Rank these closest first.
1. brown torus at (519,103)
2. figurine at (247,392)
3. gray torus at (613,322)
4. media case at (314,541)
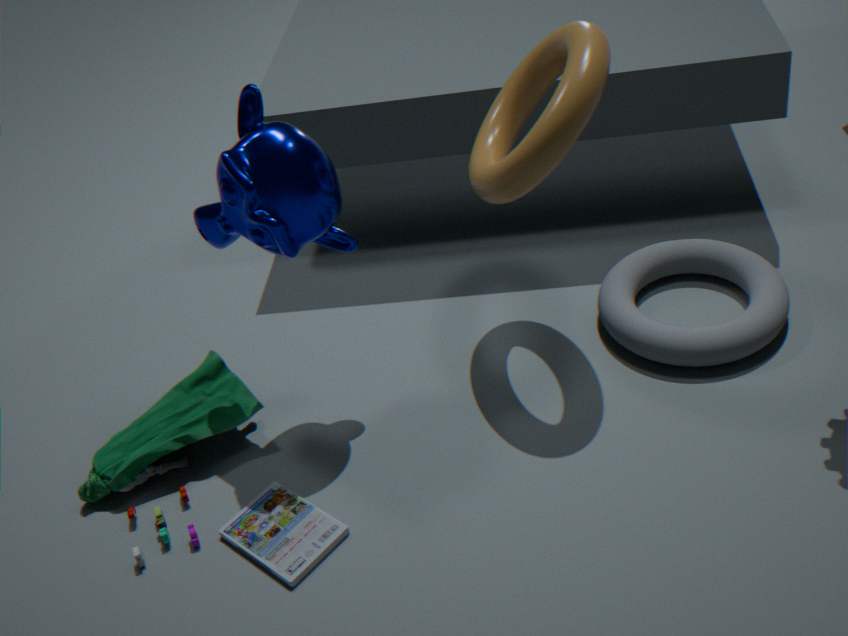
1. brown torus at (519,103)
2. media case at (314,541)
3. figurine at (247,392)
4. gray torus at (613,322)
